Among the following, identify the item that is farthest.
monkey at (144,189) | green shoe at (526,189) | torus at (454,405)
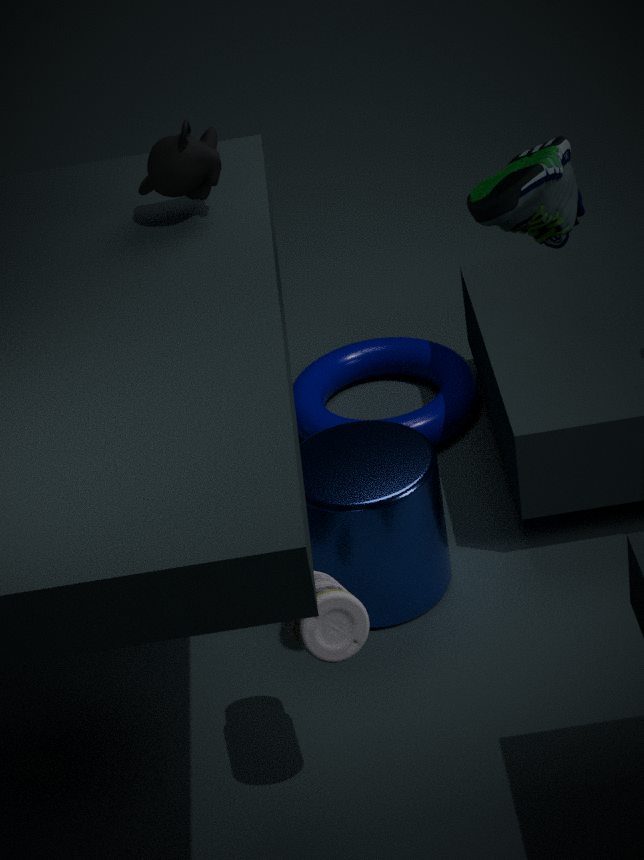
torus at (454,405)
